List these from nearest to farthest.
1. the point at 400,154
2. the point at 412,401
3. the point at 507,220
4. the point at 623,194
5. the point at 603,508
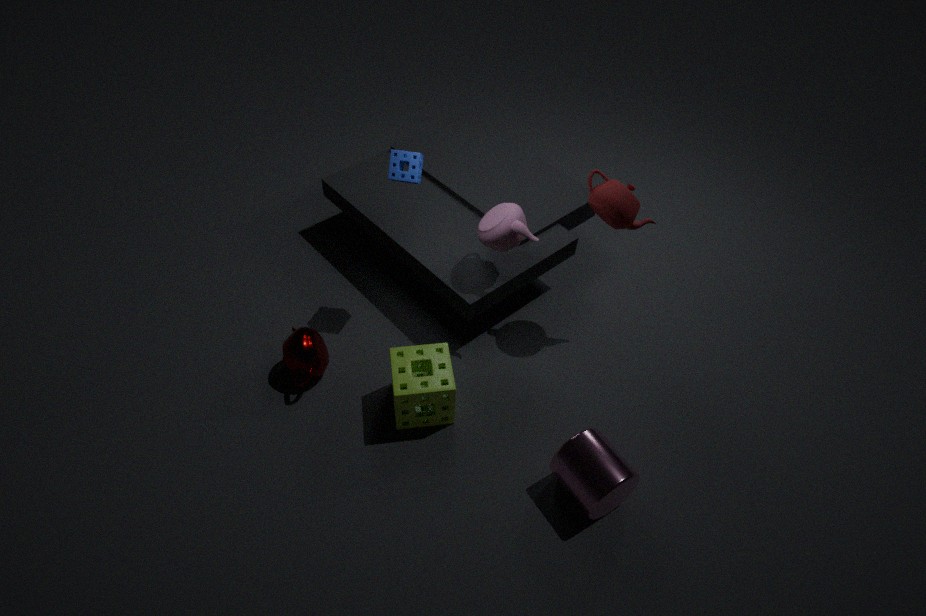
the point at 603,508
the point at 412,401
the point at 623,194
the point at 400,154
the point at 507,220
